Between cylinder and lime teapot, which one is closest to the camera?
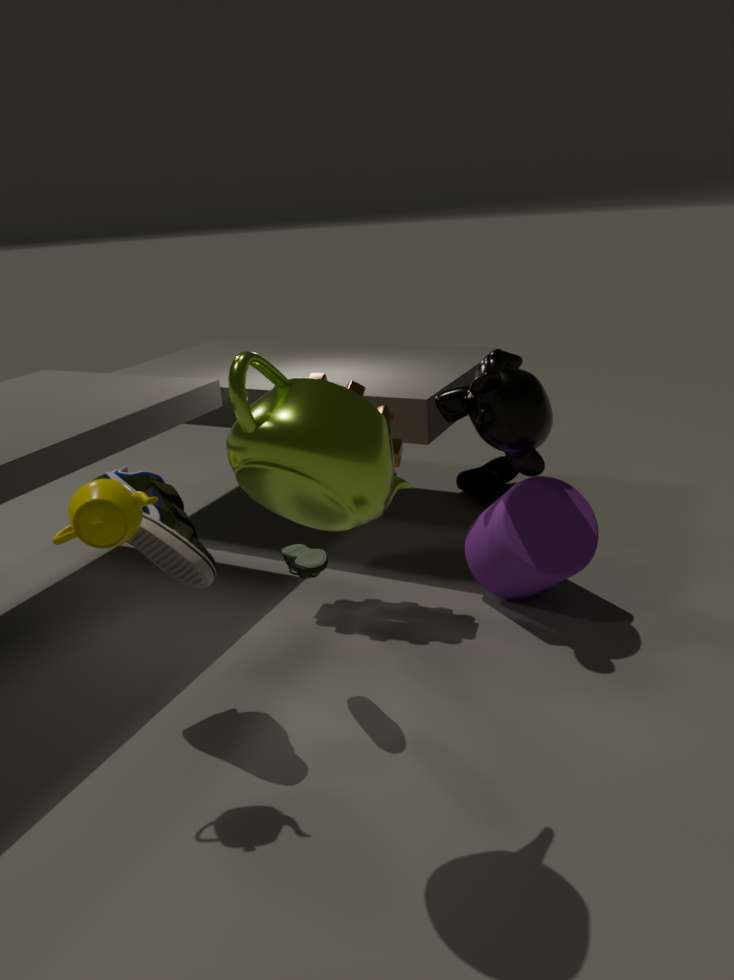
lime teapot
